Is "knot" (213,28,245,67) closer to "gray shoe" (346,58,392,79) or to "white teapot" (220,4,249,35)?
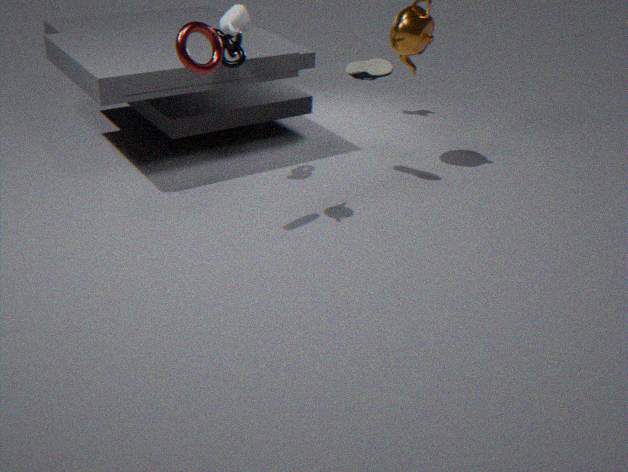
"white teapot" (220,4,249,35)
